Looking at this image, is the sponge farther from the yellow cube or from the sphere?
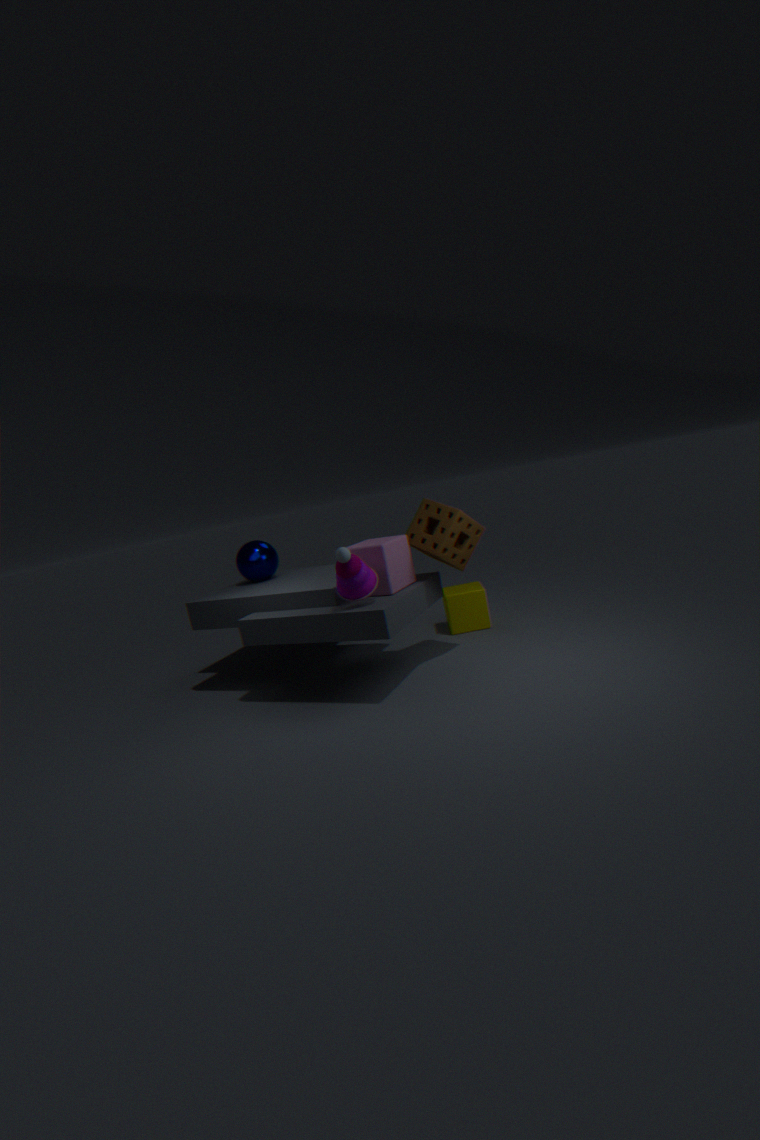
the sphere
